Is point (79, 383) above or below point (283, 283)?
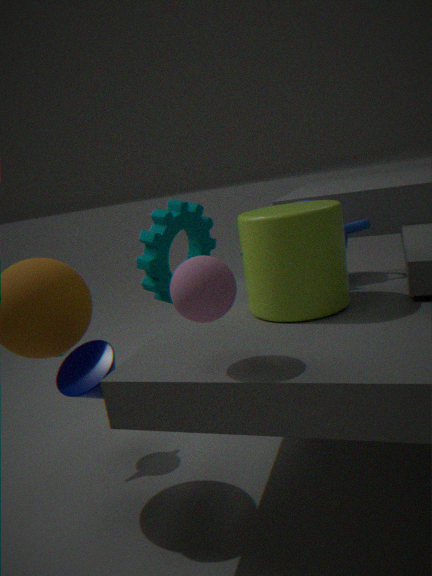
below
